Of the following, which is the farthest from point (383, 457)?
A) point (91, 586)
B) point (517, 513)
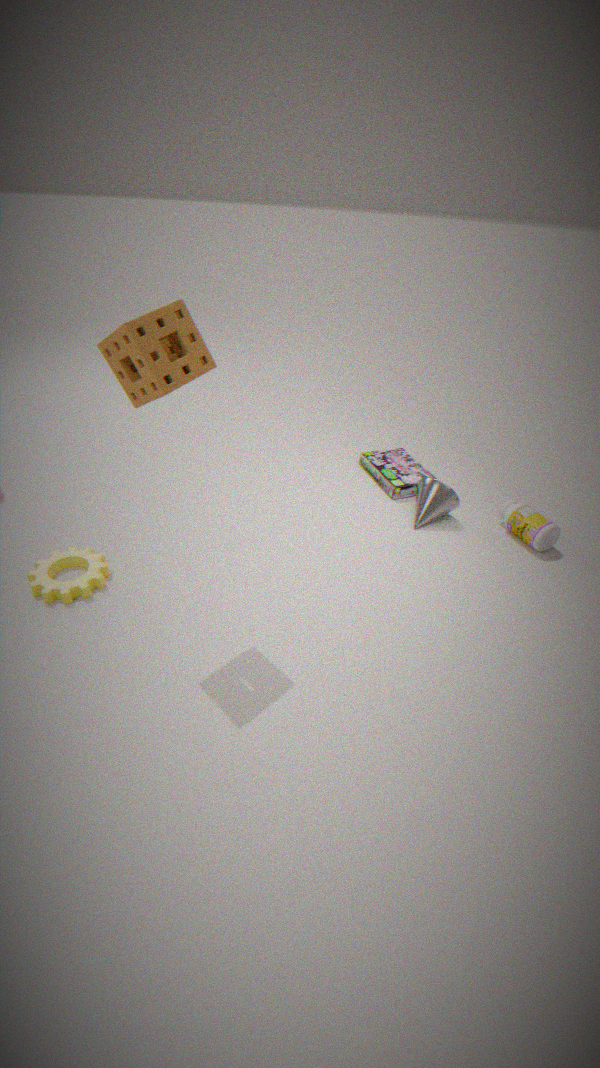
point (91, 586)
